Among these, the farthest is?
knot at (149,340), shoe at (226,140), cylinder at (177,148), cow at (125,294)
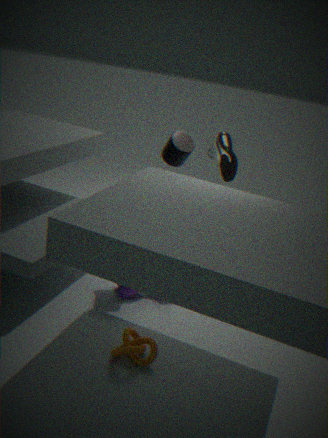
cow at (125,294)
